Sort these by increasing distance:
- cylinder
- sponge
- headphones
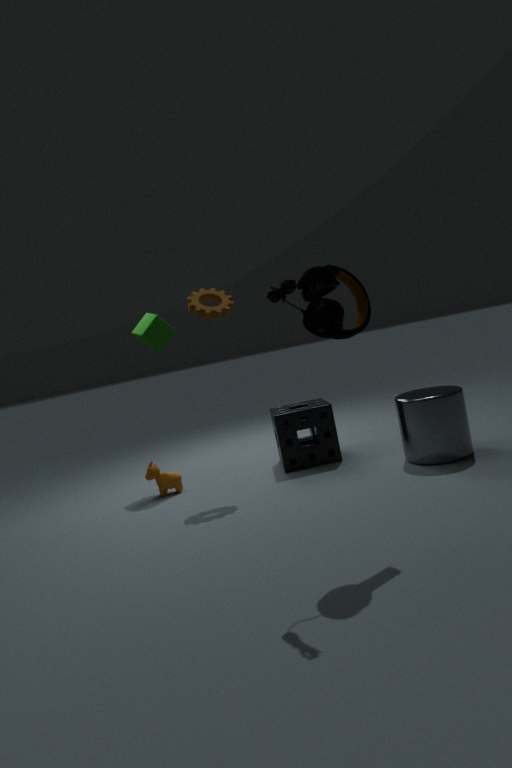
headphones, cylinder, sponge
